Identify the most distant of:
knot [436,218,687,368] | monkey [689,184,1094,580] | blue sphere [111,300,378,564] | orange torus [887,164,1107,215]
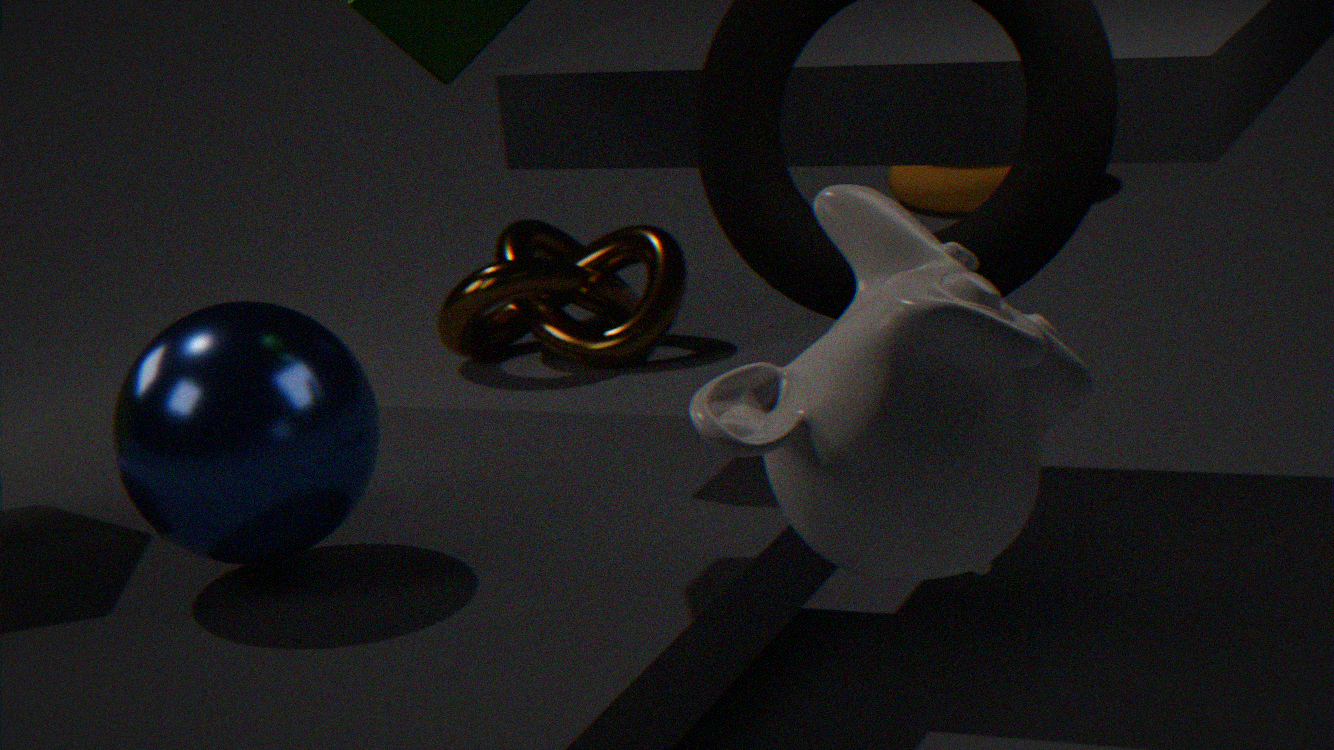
orange torus [887,164,1107,215]
